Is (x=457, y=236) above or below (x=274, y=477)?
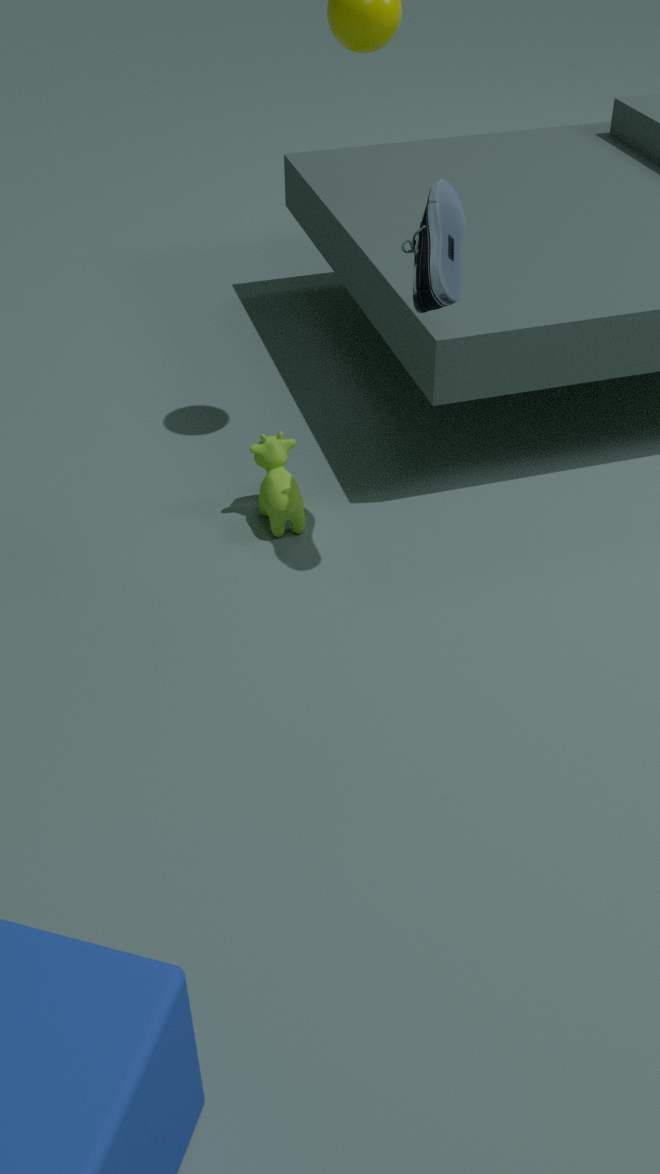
above
